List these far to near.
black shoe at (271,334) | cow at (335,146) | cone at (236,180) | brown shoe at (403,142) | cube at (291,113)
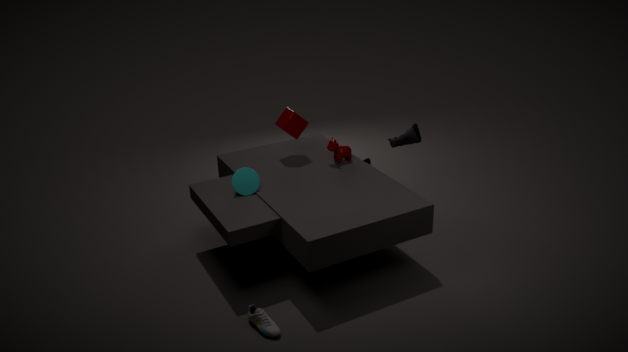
brown shoe at (403,142)
cube at (291,113)
cow at (335,146)
cone at (236,180)
black shoe at (271,334)
